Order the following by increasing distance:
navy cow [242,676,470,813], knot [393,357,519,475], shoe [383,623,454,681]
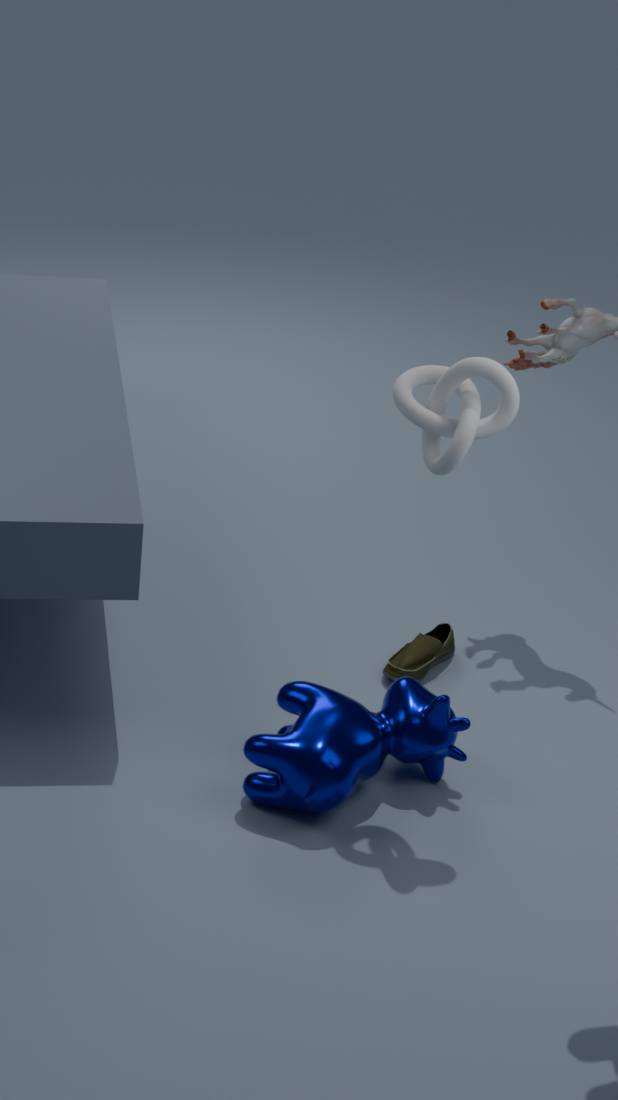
knot [393,357,519,475], navy cow [242,676,470,813], shoe [383,623,454,681]
